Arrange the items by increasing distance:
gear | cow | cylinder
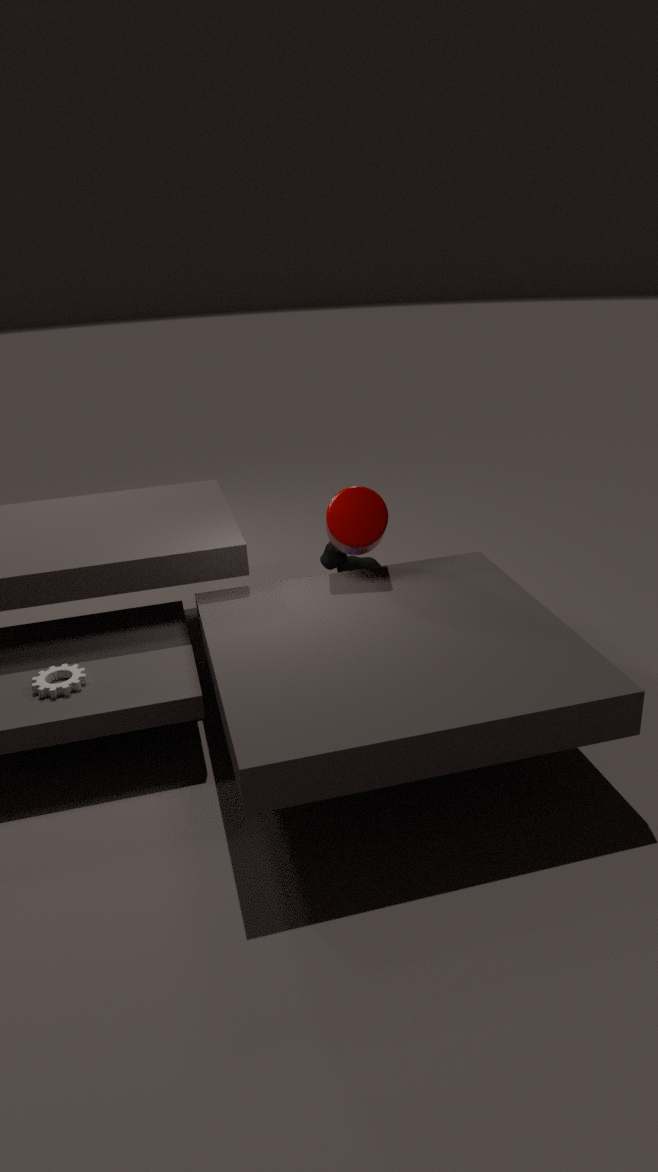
gear → cylinder → cow
